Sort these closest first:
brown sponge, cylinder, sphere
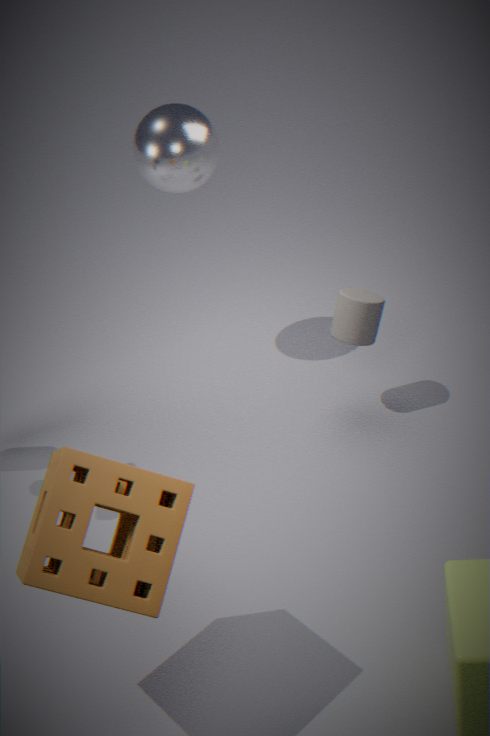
brown sponge → cylinder → sphere
